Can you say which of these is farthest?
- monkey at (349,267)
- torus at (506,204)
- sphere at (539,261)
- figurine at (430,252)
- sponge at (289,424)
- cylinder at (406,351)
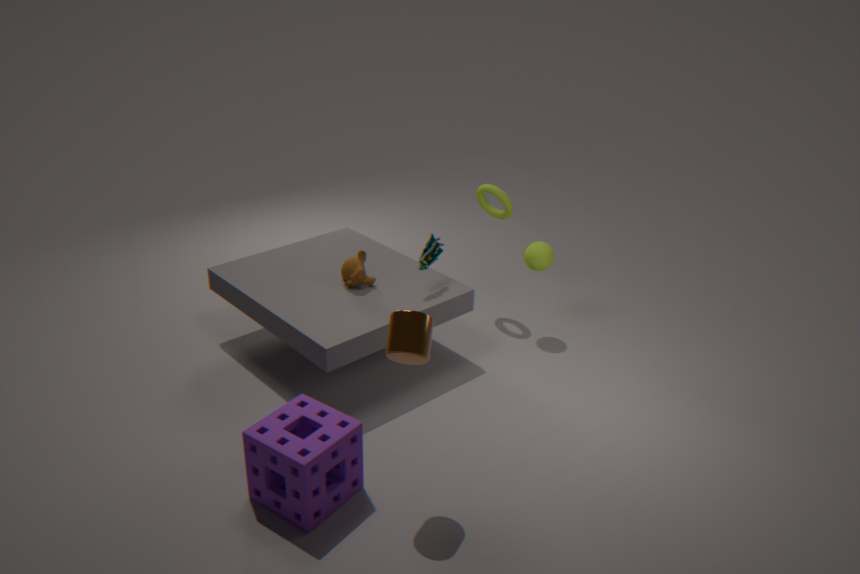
torus at (506,204)
